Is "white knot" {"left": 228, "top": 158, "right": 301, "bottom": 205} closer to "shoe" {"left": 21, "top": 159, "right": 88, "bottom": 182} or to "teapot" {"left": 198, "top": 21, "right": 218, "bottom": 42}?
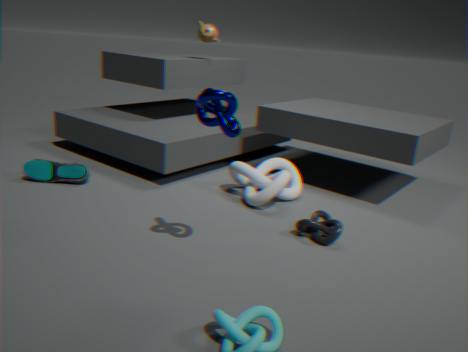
"shoe" {"left": 21, "top": 159, "right": 88, "bottom": 182}
